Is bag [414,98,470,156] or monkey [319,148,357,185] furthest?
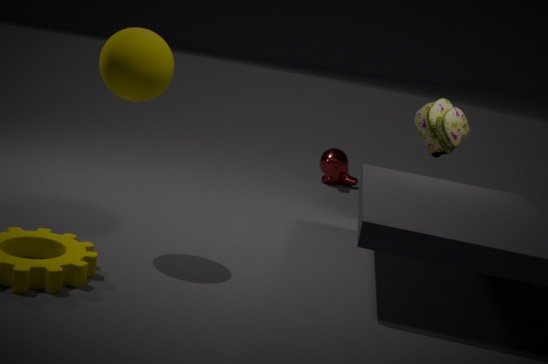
monkey [319,148,357,185]
